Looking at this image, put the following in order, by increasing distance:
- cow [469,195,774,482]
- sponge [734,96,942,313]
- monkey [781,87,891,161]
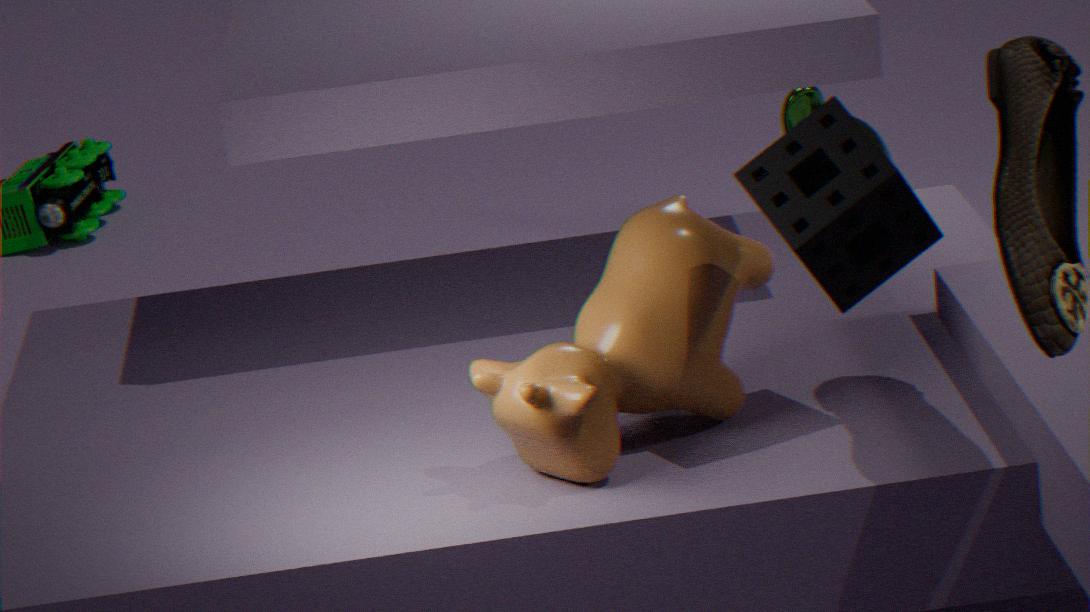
sponge [734,96,942,313]
cow [469,195,774,482]
monkey [781,87,891,161]
